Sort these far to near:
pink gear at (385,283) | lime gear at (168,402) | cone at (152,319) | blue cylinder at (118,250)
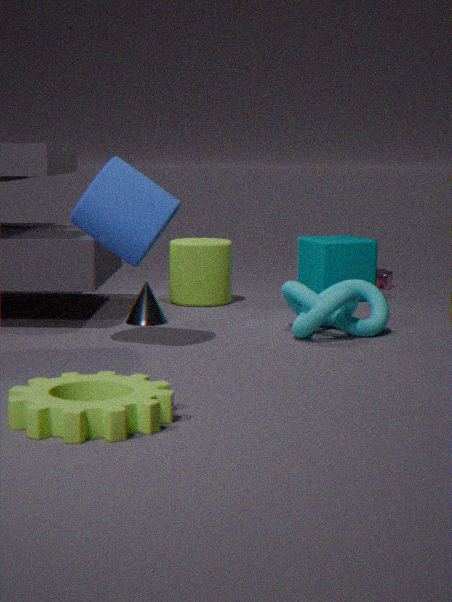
pink gear at (385,283) < cone at (152,319) < blue cylinder at (118,250) < lime gear at (168,402)
